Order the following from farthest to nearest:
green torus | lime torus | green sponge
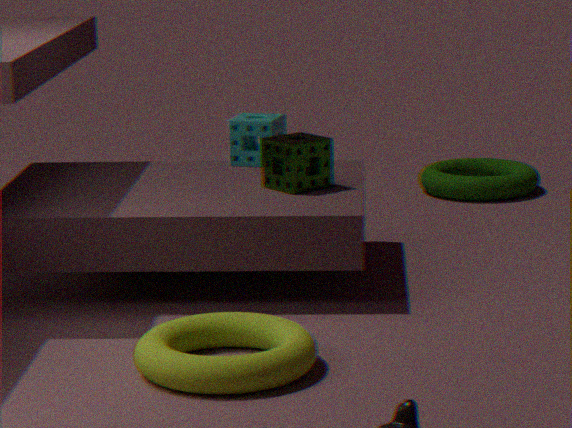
1. green torus
2. green sponge
3. lime torus
